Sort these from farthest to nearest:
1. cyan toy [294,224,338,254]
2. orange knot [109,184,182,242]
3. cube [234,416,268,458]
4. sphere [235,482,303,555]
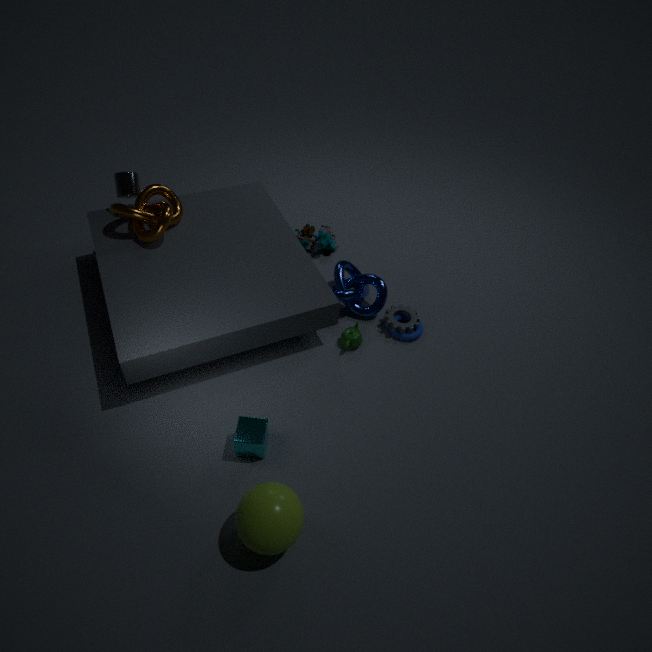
cyan toy [294,224,338,254]
orange knot [109,184,182,242]
cube [234,416,268,458]
sphere [235,482,303,555]
